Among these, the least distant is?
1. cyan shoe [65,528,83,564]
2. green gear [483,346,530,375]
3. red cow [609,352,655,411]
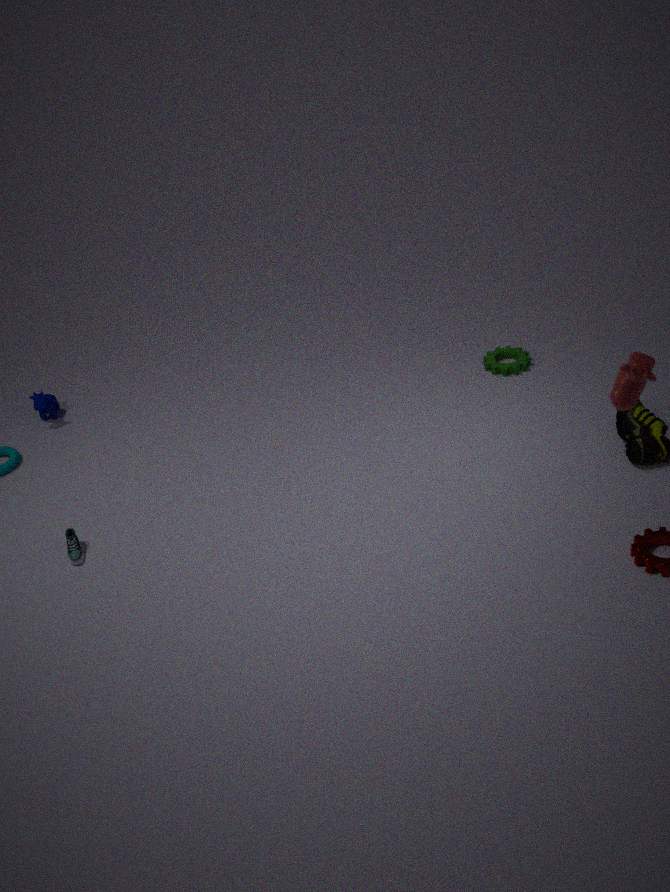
red cow [609,352,655,411]
